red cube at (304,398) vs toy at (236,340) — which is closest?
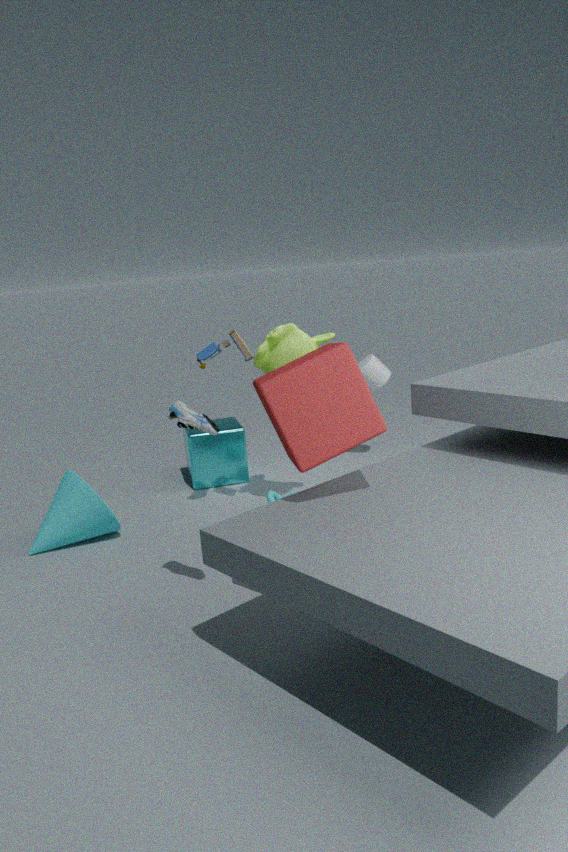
red cube at (304,398)
